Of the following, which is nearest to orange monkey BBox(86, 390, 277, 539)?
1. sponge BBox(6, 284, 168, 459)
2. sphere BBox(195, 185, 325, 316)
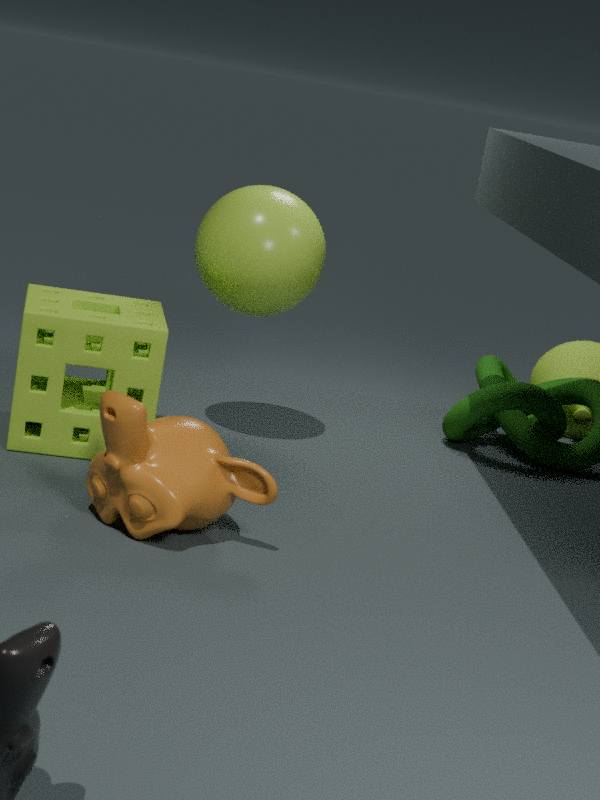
sponge BBox(6, 284, 168, 459)
